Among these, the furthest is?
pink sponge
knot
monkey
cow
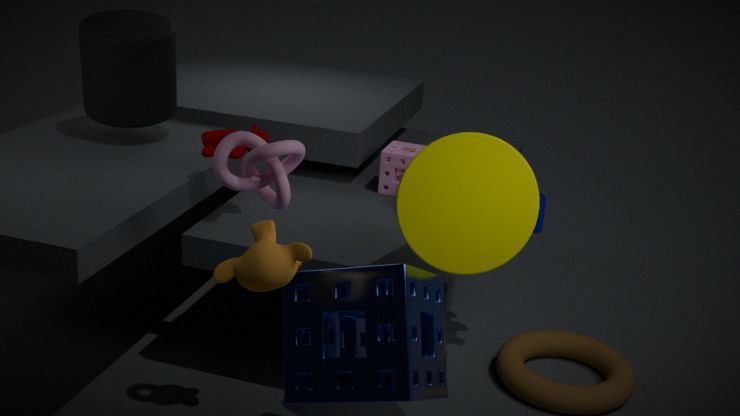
pink sponge
